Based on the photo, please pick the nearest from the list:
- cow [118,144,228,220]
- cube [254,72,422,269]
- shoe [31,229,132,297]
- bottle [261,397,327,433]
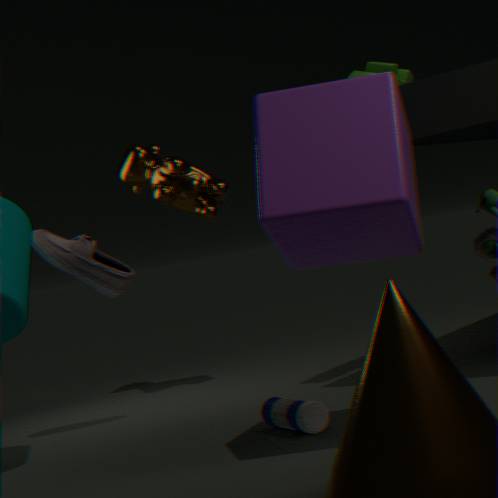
cube [254,72,422,269]
